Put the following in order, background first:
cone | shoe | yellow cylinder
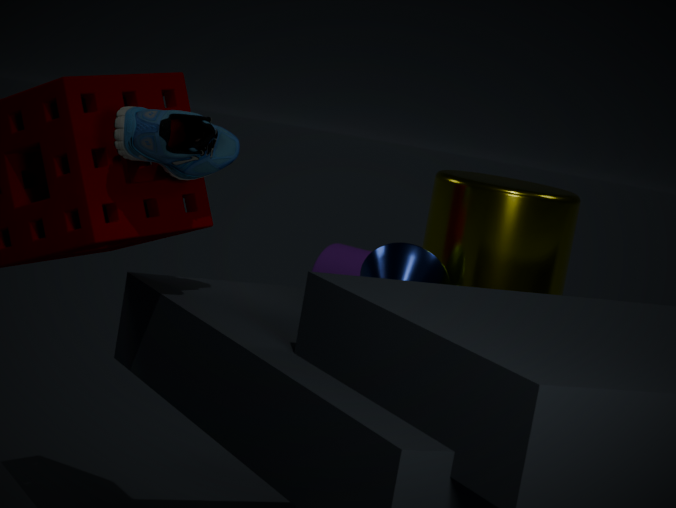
yellow cylinder, cone, shoe
